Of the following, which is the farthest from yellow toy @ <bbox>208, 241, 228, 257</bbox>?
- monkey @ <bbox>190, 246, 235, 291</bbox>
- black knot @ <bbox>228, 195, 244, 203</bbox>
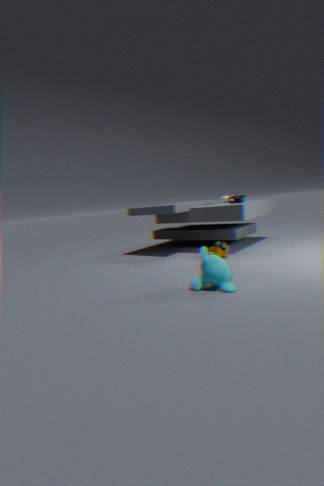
monkey @ <bbox>190, 246, 235, 291</bbox>
